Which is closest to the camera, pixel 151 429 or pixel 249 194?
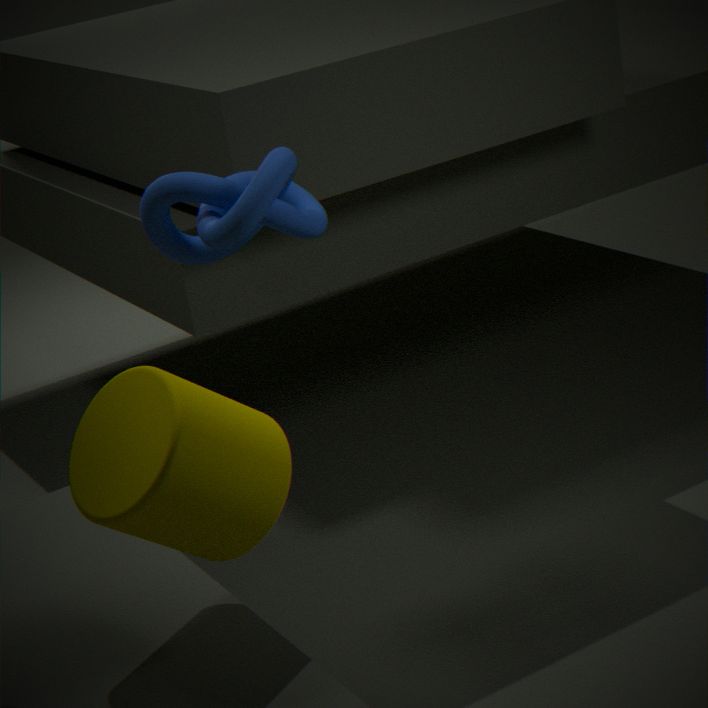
pixel 151 429
